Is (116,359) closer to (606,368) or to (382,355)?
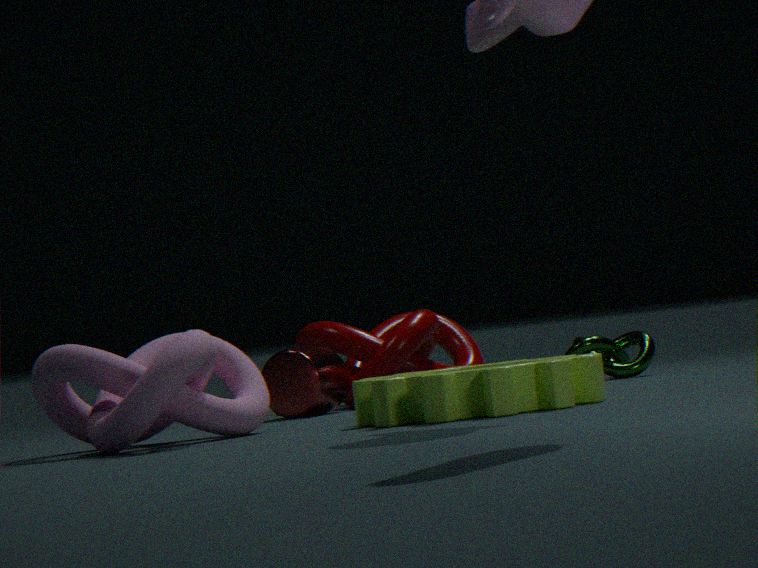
(382,355)
